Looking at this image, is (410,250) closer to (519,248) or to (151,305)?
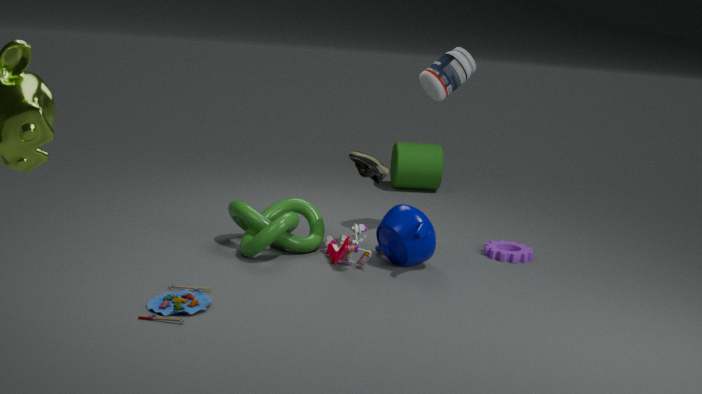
(519,248)
